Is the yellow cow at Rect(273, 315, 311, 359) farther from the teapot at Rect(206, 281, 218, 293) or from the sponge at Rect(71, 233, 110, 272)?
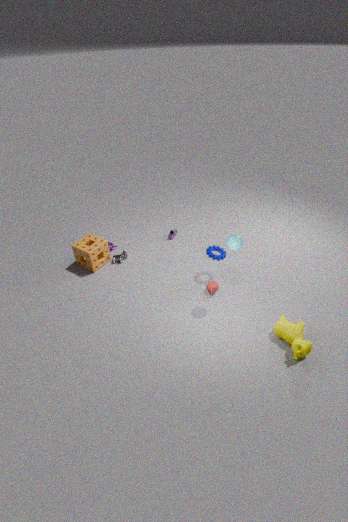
the sponge at Rect(71, 233, 110, 272)
